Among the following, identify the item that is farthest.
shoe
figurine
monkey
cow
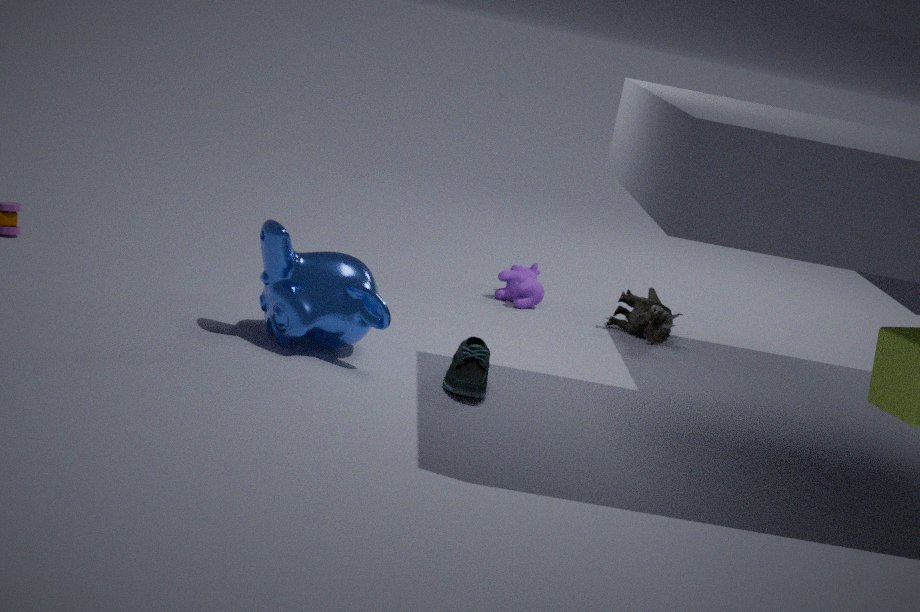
cow
